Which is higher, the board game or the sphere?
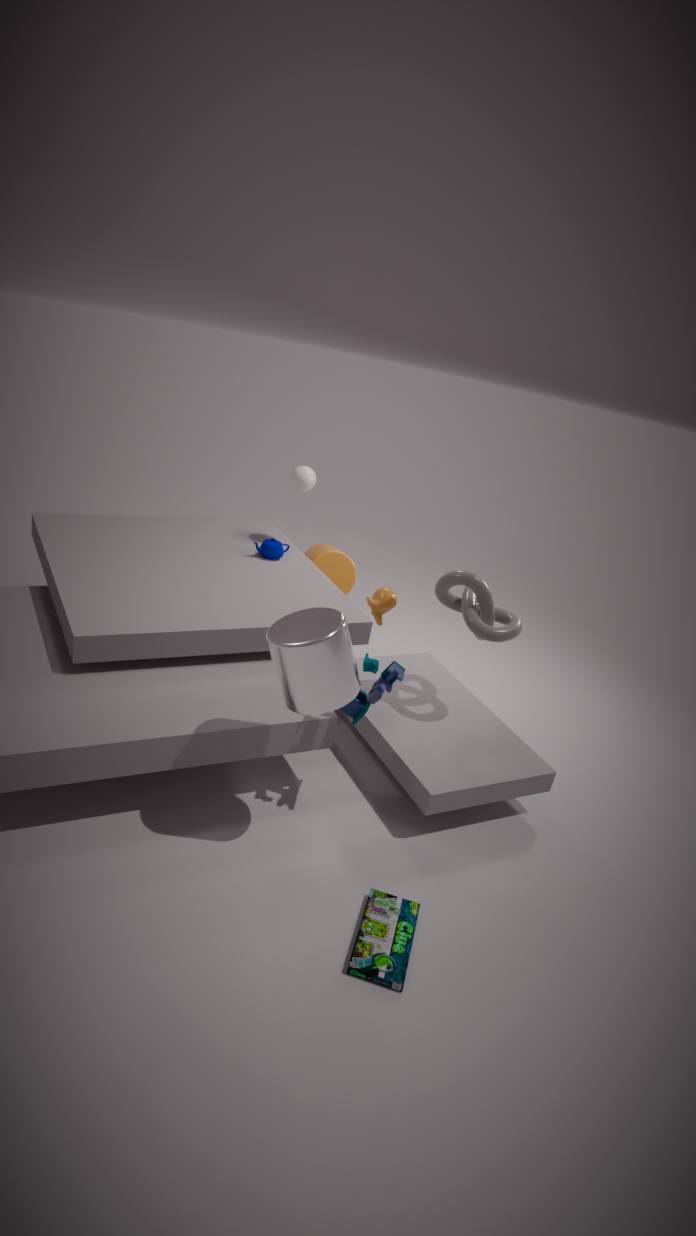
the sphere
